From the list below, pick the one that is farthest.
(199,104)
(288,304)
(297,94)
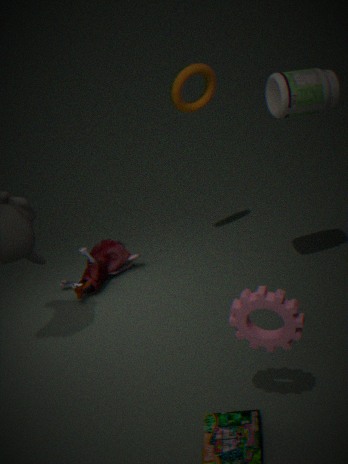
(199,104)
